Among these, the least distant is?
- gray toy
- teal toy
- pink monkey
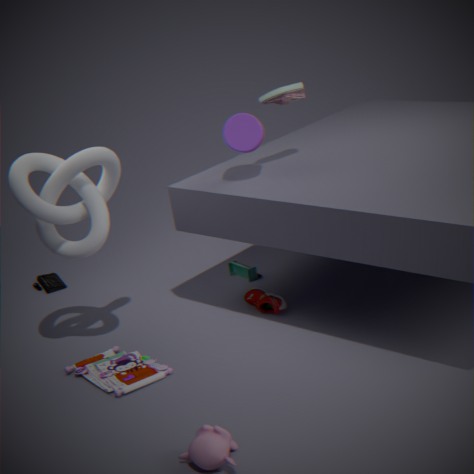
pink monkey
